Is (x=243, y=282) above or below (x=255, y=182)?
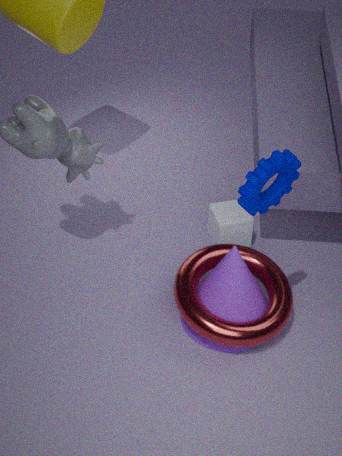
below
